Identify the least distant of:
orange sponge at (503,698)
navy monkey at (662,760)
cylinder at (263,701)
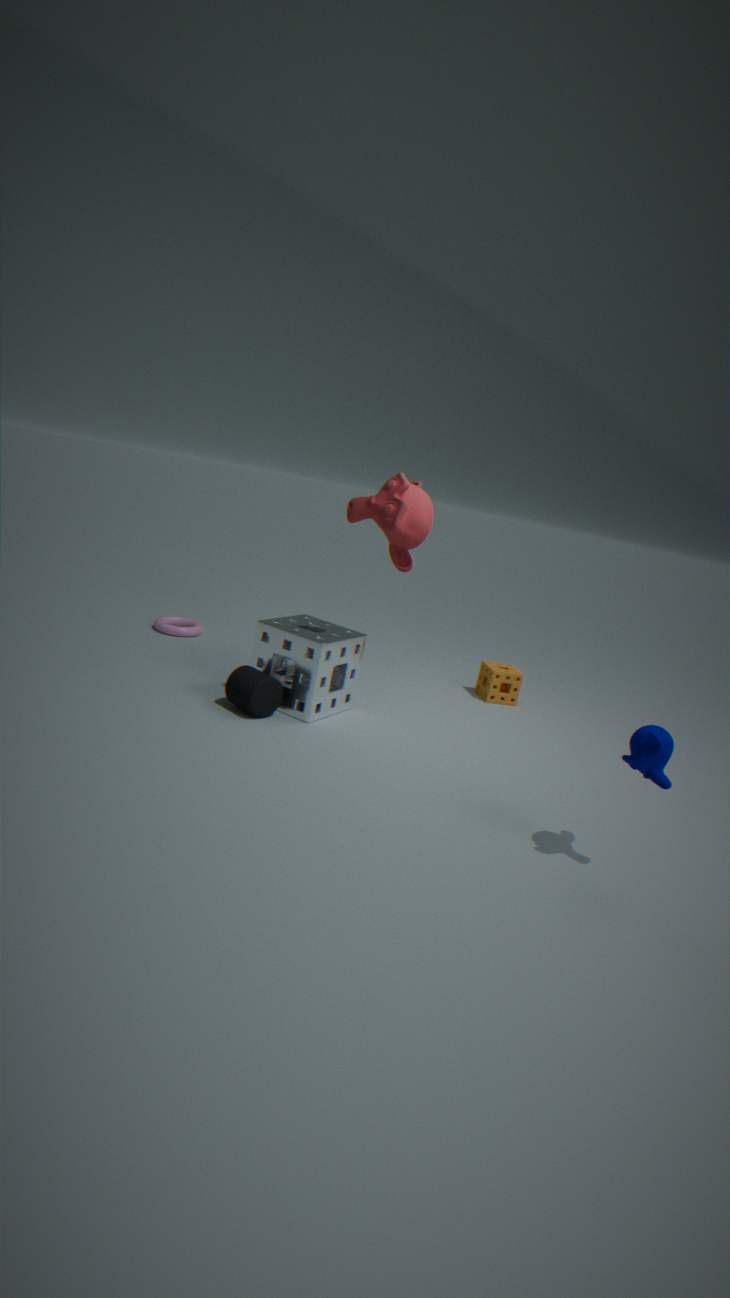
navy monkey at (662,760)
